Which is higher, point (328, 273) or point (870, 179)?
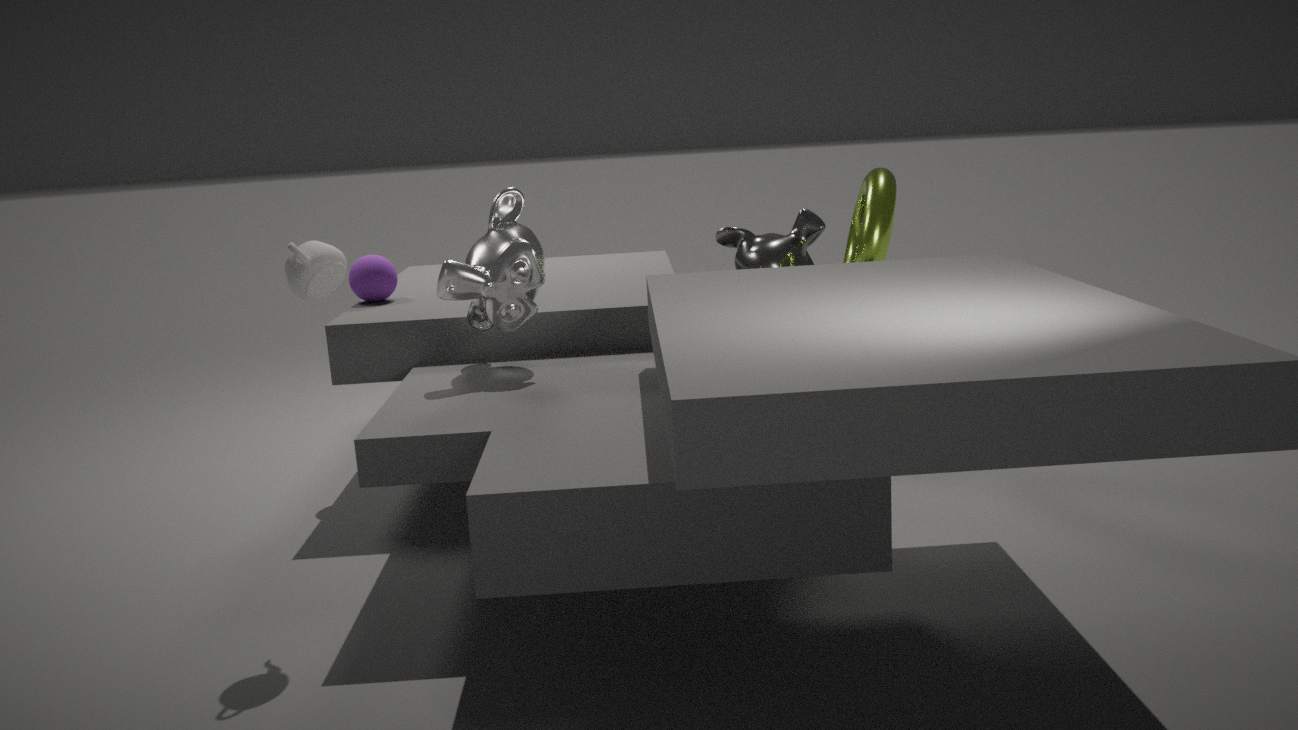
point (328, 273)
